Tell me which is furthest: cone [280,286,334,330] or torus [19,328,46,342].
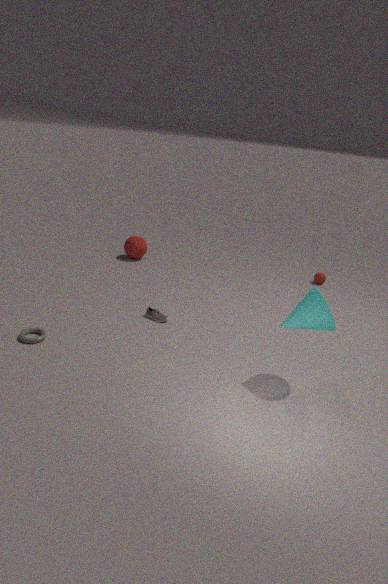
torus [19,328,46,342]
